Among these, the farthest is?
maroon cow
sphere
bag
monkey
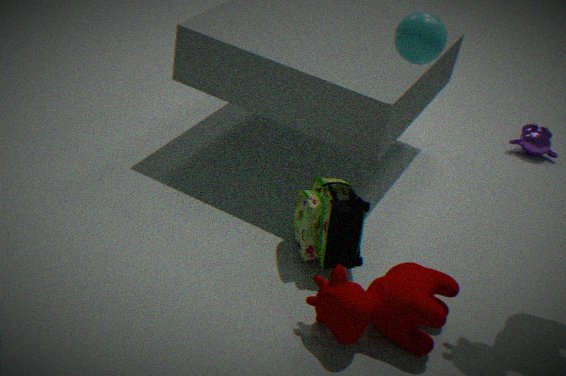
monkey
